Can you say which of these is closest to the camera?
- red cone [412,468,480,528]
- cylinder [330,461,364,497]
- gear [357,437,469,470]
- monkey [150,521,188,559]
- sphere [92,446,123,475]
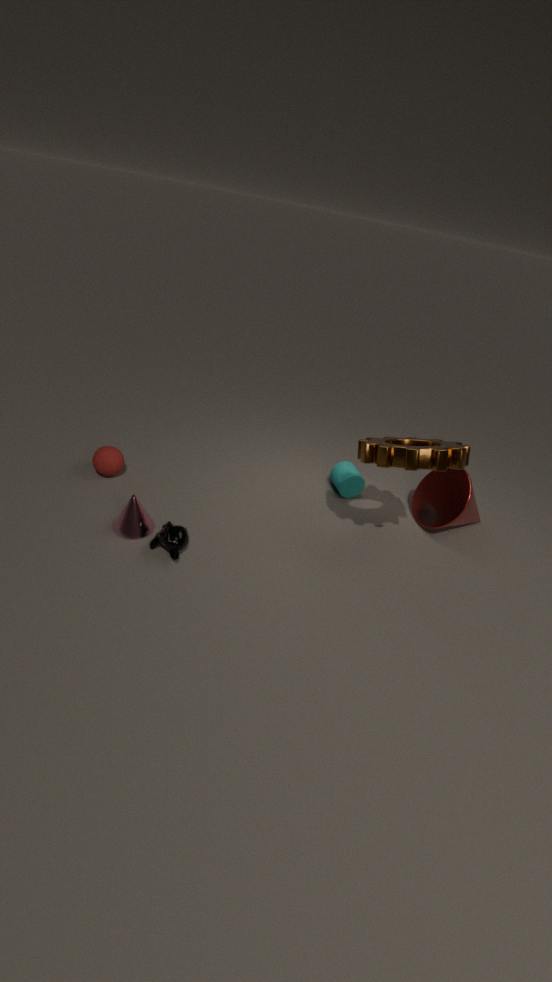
gear [357,437,469,470]
